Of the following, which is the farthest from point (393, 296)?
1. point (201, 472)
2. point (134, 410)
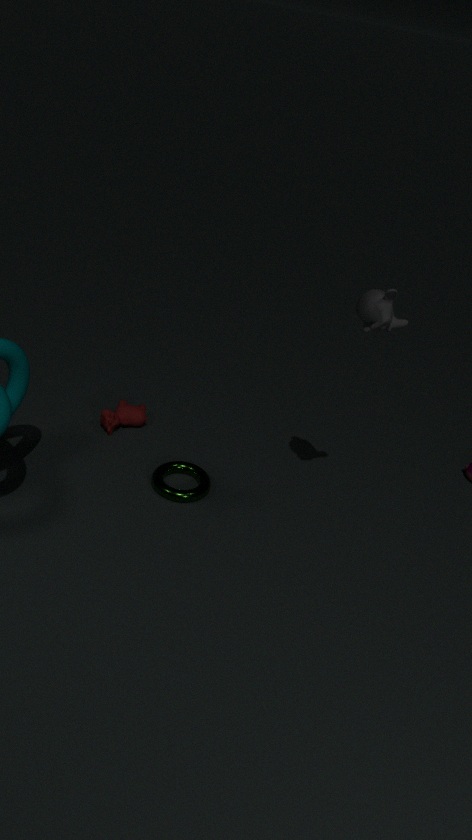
point (134, 410)
